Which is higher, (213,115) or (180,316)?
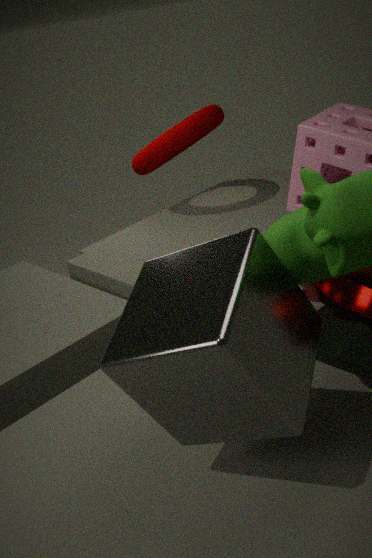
(213,115)
